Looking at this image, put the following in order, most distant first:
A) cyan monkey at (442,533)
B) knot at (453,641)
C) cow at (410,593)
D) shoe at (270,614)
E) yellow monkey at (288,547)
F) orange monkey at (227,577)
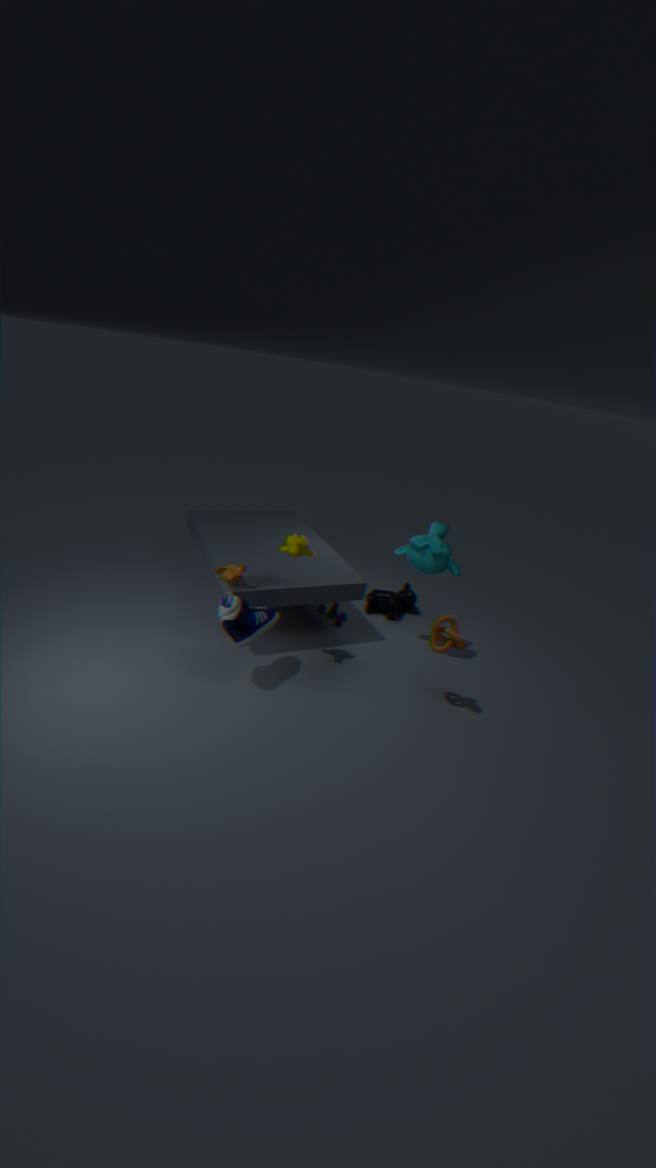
cow at (410,593) < cyan monkey at (442,533) < orange monkey at (227,577) < yellow monkey at (288,547) < knot at (453,641) < shoe at (270,614)
